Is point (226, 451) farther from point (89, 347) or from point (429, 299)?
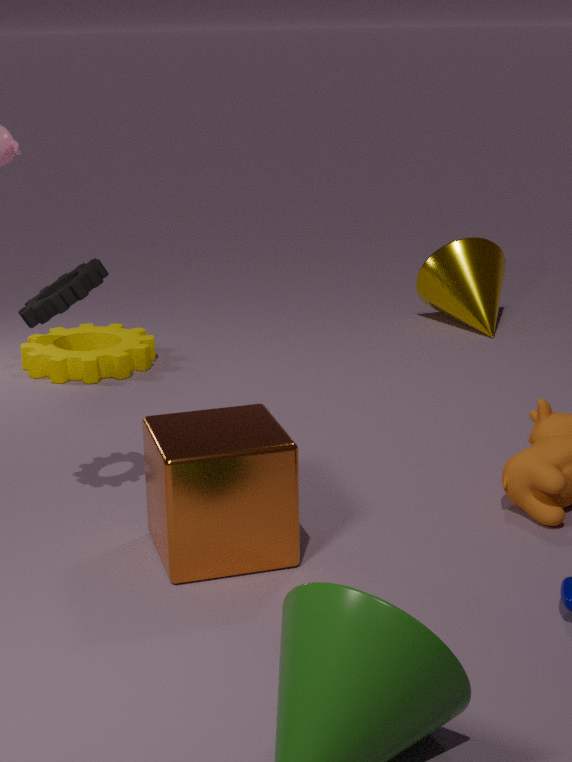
point (429, 299)
